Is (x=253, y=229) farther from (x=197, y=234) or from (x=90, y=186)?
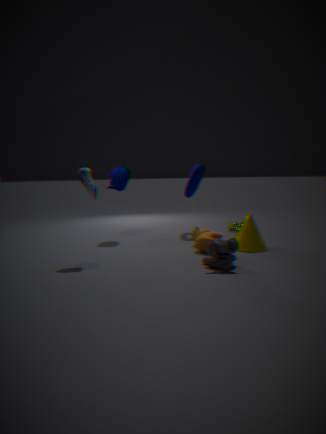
(x=90, y=186)
